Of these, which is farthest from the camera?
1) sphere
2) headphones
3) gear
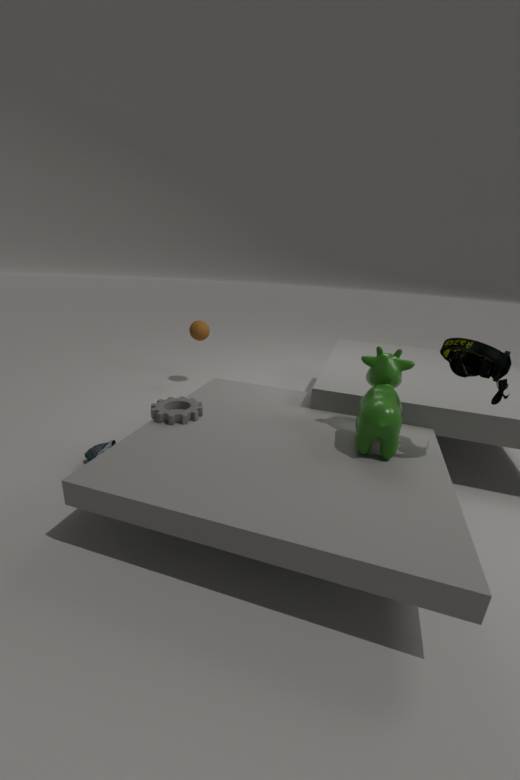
1. sphere
